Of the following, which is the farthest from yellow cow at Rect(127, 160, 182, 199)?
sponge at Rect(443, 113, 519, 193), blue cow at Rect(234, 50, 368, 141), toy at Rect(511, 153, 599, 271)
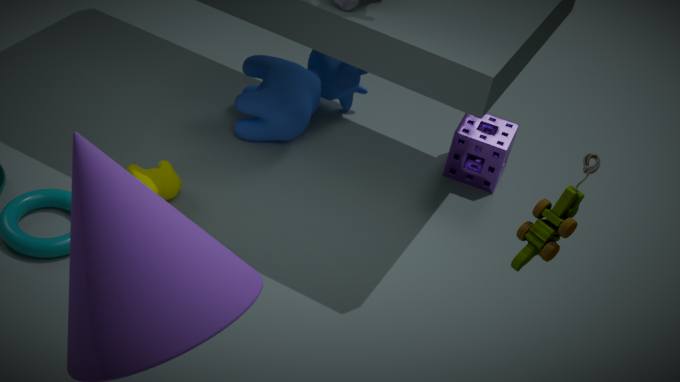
toy at Rect(511, 153, 599, 271)
